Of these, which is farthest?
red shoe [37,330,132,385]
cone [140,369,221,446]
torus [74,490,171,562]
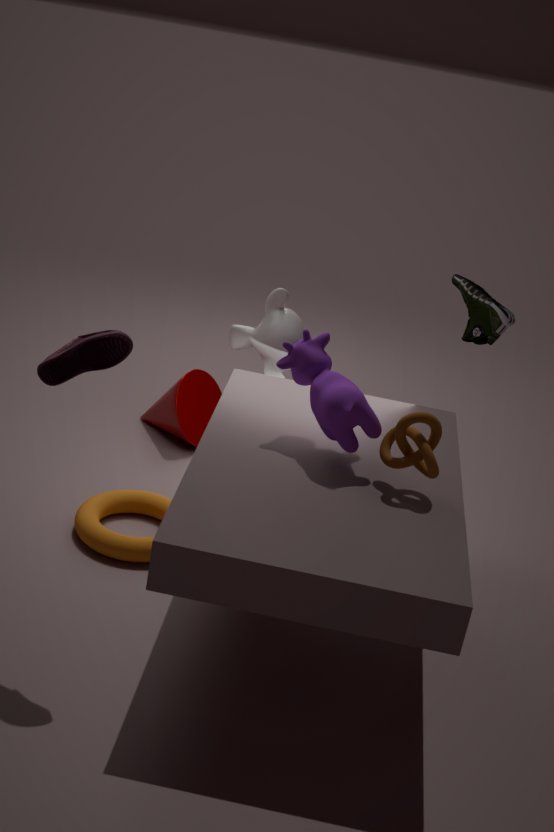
cone [140,369,221,446]
